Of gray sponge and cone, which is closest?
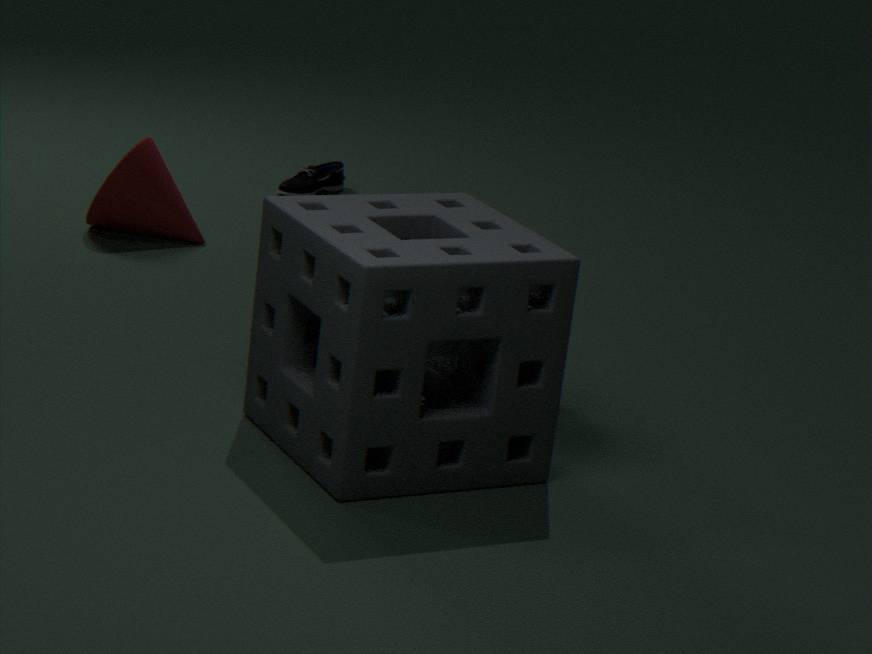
gray sponge
